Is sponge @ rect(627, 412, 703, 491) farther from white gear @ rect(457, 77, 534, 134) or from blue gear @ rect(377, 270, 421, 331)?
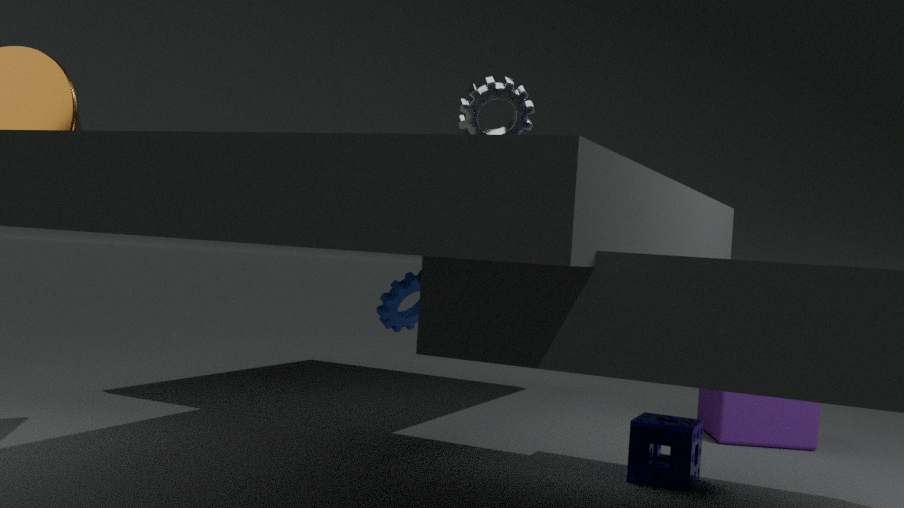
white gear @ rect(457, 77, 534, 134)
